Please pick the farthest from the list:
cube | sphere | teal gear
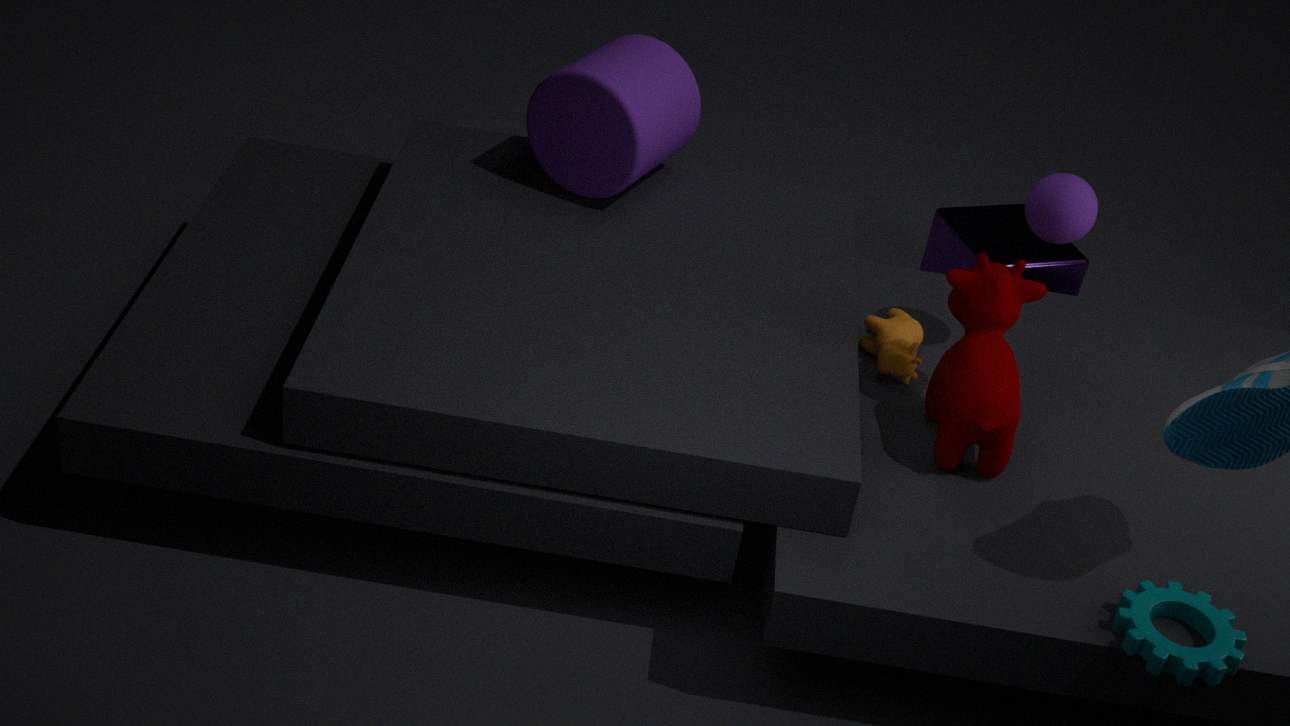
cube
